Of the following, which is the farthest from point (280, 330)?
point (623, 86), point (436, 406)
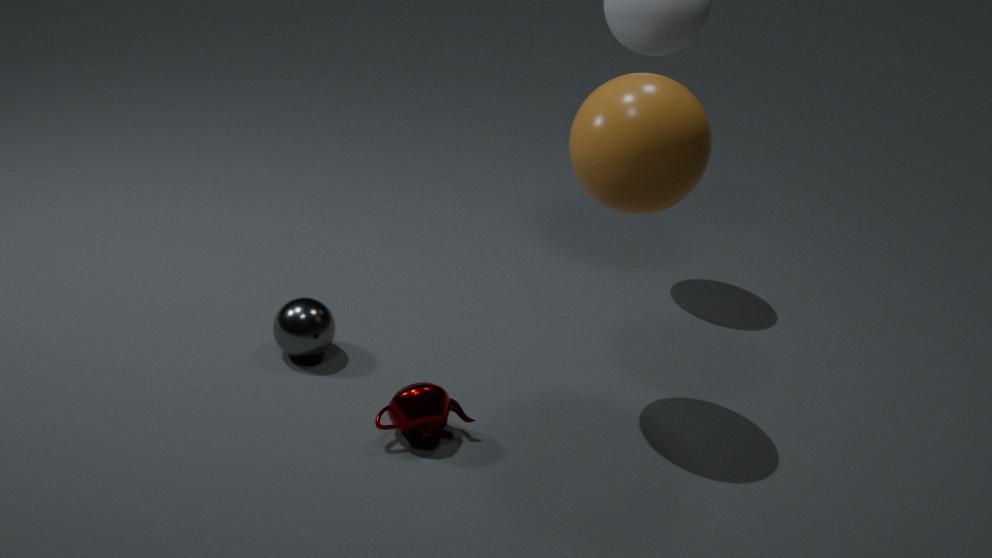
point (623, 86)
